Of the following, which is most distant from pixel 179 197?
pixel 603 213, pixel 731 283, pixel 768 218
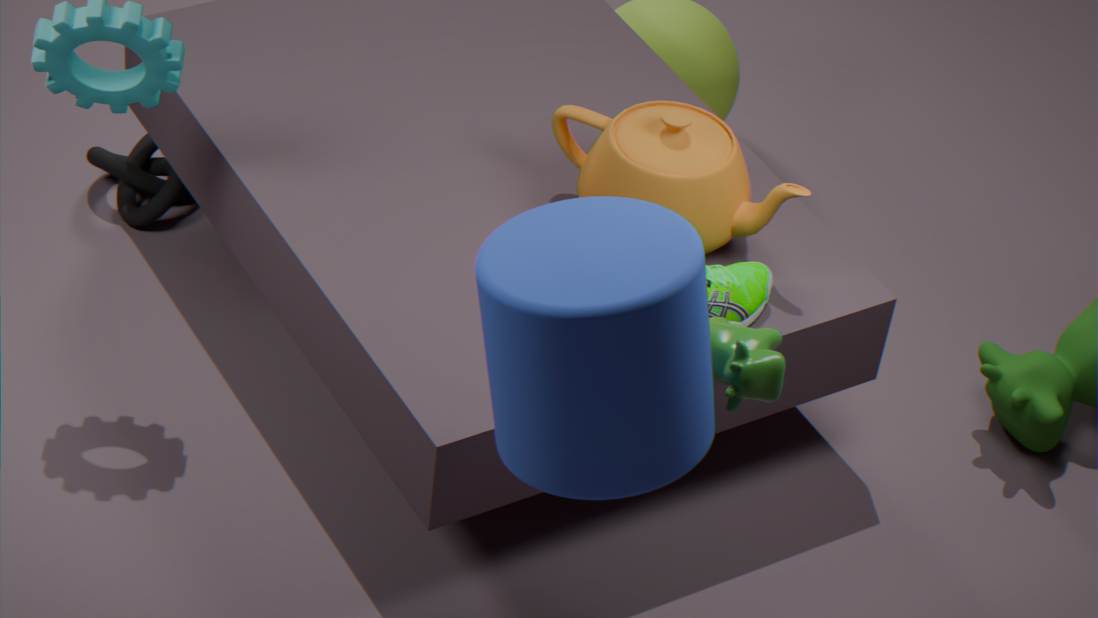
pixel 603 213
